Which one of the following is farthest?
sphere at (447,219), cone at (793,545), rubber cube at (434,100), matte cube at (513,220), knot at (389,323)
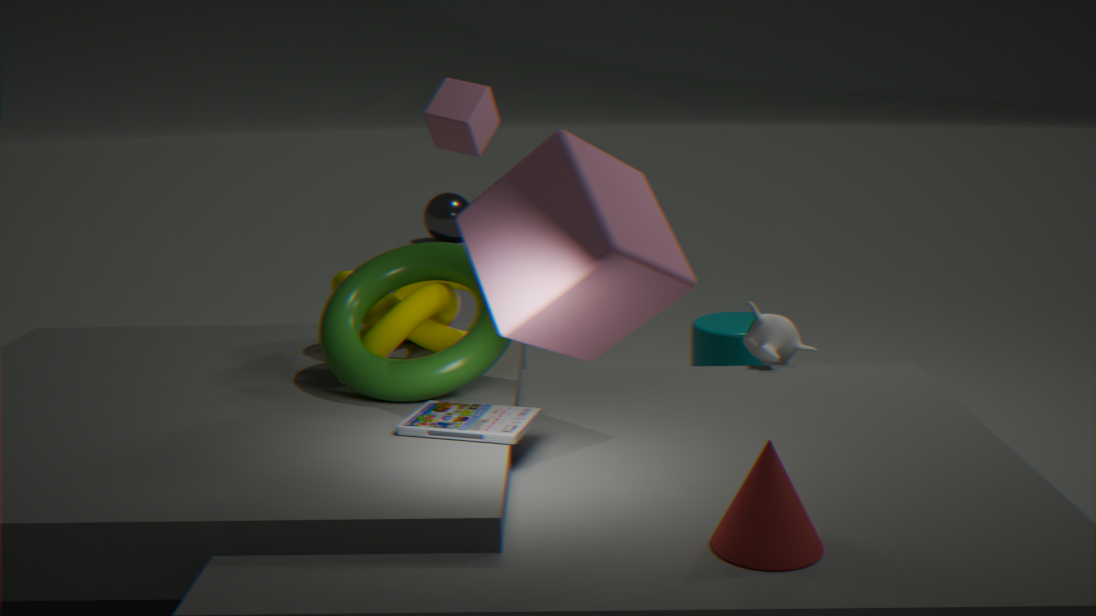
sphere at (447,219)
